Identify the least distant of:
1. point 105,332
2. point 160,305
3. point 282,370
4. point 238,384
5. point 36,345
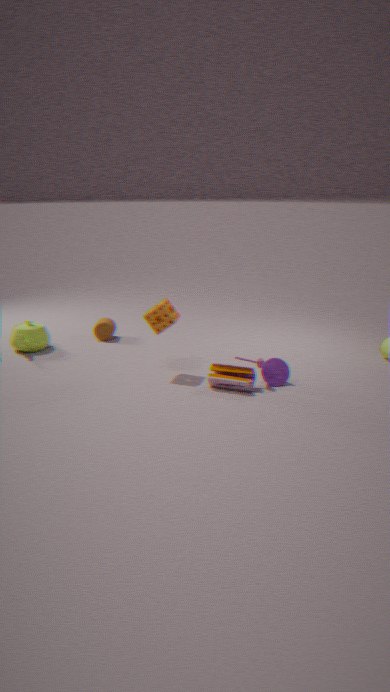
point 238,384
